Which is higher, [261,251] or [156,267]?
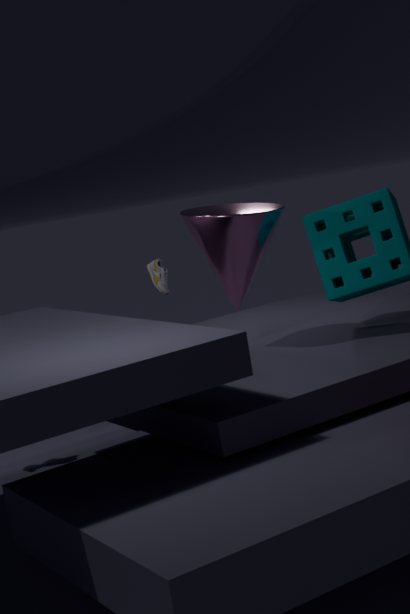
[261,251]
